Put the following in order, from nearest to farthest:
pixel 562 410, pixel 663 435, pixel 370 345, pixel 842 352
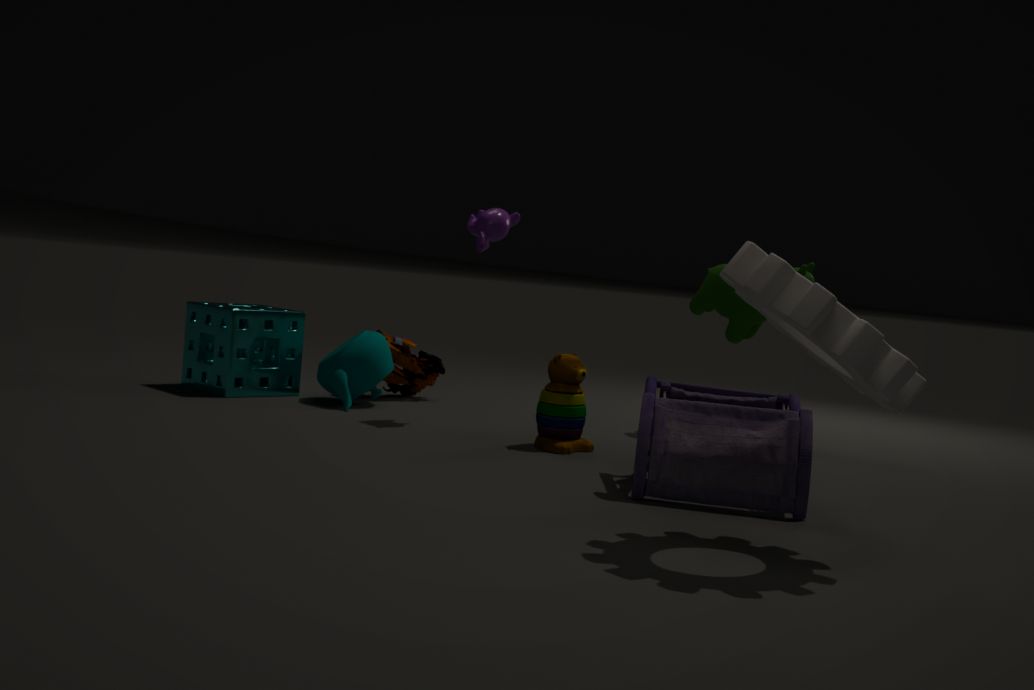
pixel 842 352, pixel 663 435, pixel 562 410, pixel 370 345
